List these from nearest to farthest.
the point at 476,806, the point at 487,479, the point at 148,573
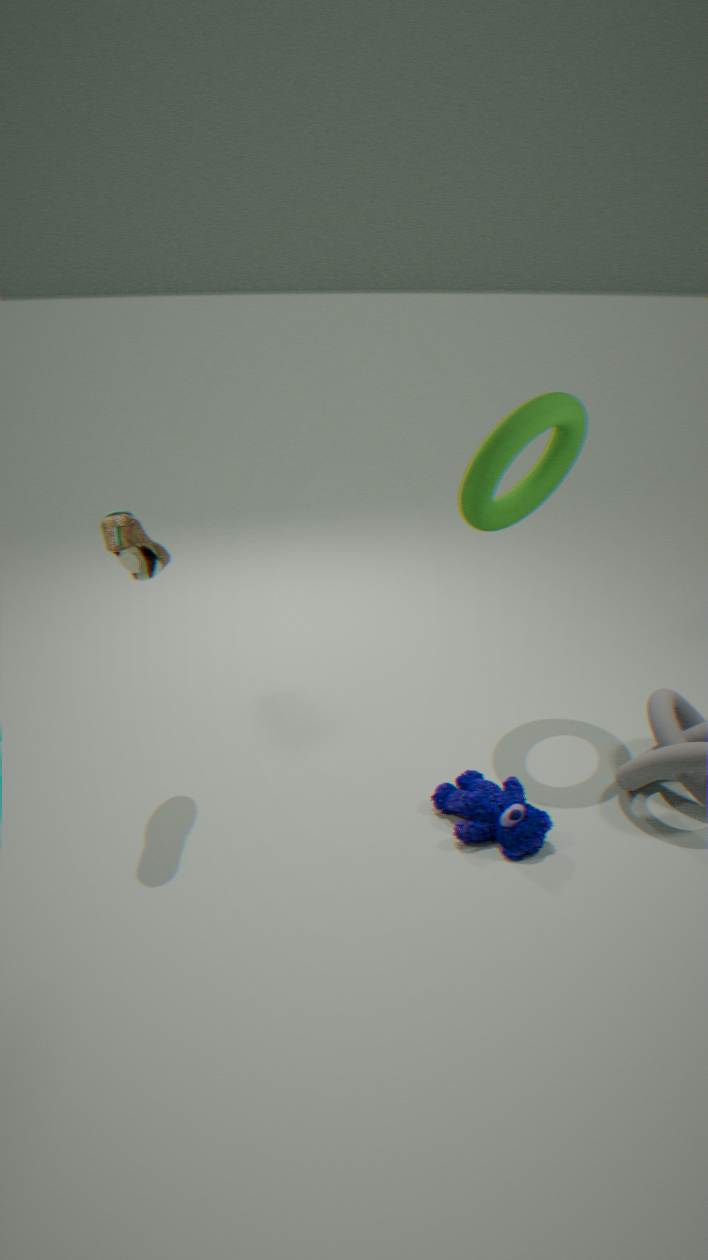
the point at 476,806 < the point at 148,573 < the point at 487,479
